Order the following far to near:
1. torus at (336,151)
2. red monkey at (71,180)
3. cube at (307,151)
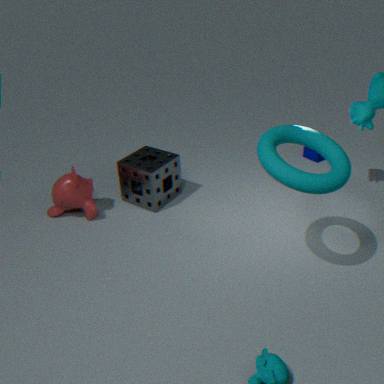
1. cube at (307,151)
2. red monkey at (71,180)
3. torus at (336,151)
